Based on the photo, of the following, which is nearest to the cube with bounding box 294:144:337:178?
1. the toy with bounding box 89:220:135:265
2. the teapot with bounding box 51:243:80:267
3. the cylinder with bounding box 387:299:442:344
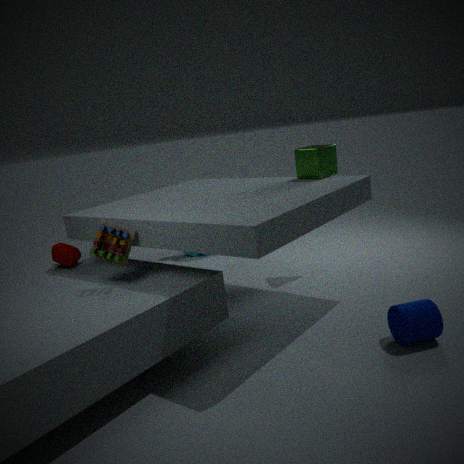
the cylinder with bounding box 387:299:442:344
